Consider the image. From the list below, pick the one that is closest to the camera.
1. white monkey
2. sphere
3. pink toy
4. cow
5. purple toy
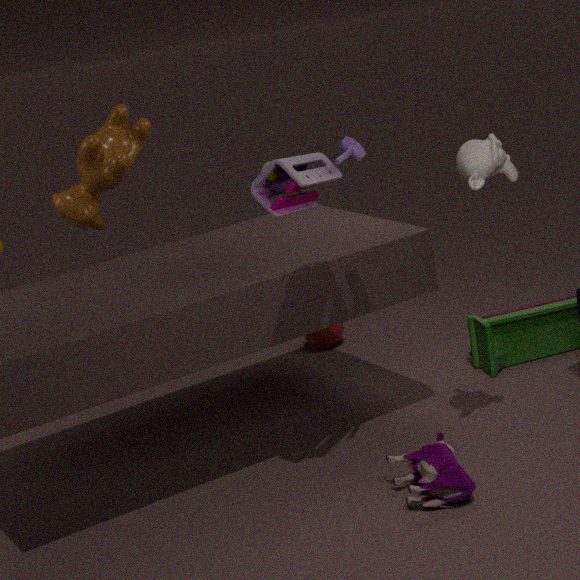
pink toy
